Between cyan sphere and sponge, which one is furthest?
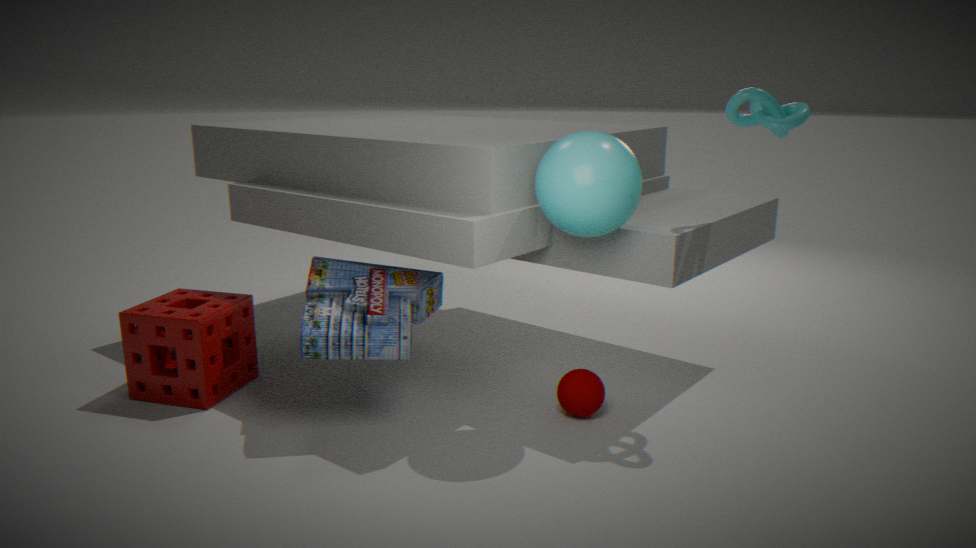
sponge
